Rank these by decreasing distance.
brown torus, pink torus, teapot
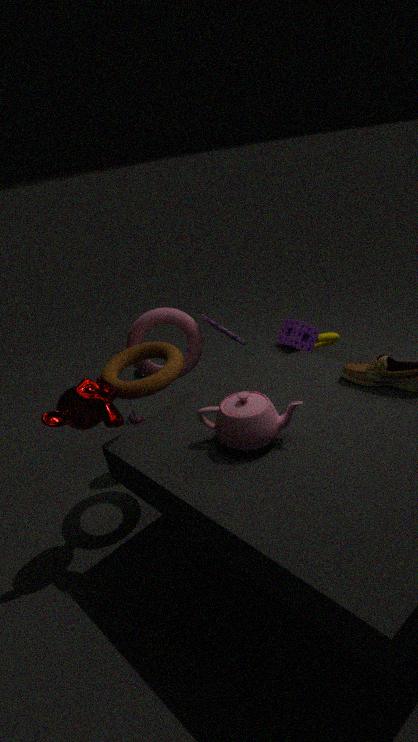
pink torus, brown torus, teapot
